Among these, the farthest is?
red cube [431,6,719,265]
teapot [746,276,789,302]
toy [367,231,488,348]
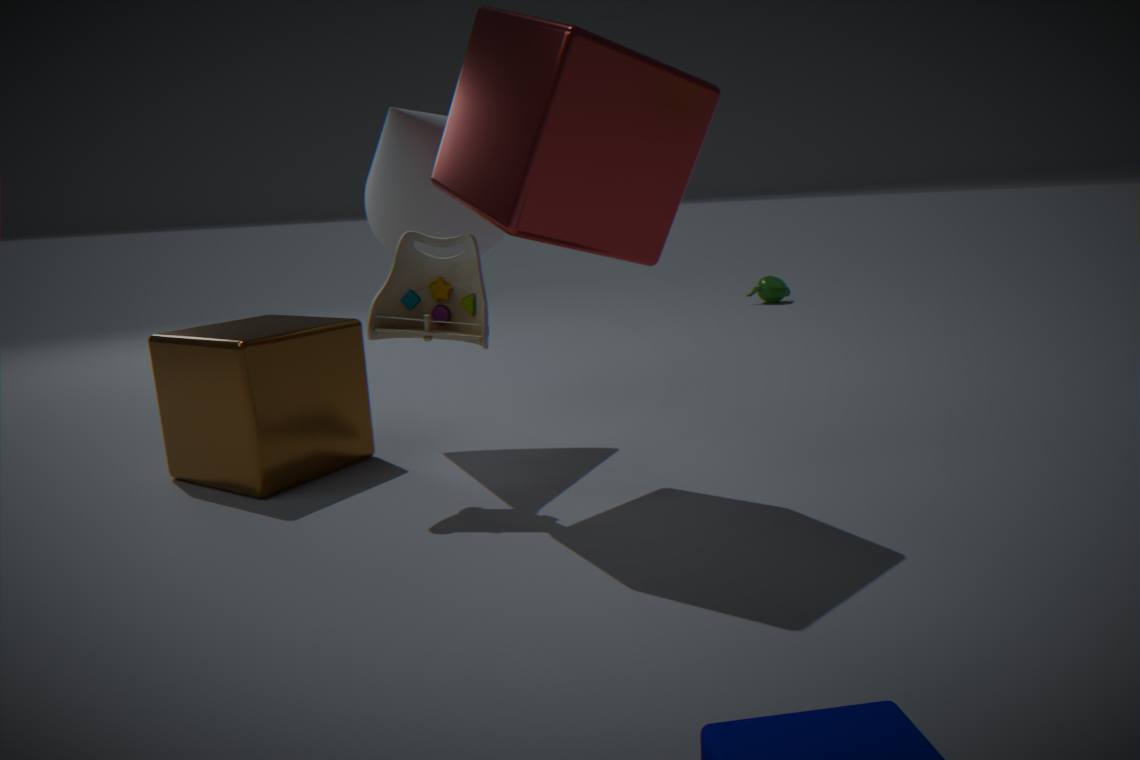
teapot [746,276,789,302]
